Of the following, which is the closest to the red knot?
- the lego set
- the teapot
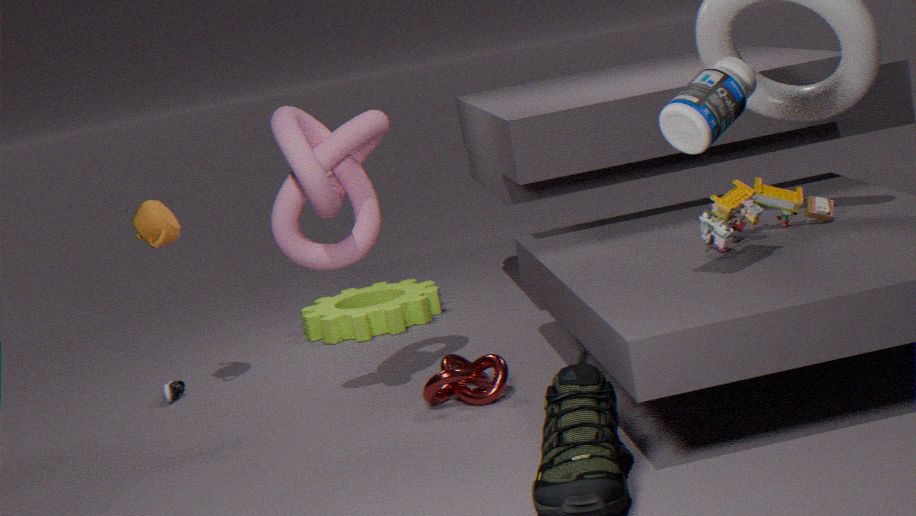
the lego set
